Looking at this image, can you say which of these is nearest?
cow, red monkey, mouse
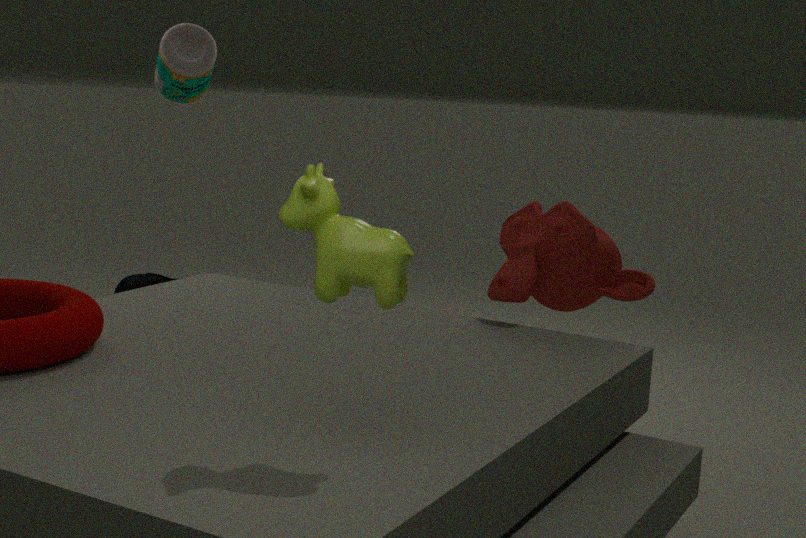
cow
